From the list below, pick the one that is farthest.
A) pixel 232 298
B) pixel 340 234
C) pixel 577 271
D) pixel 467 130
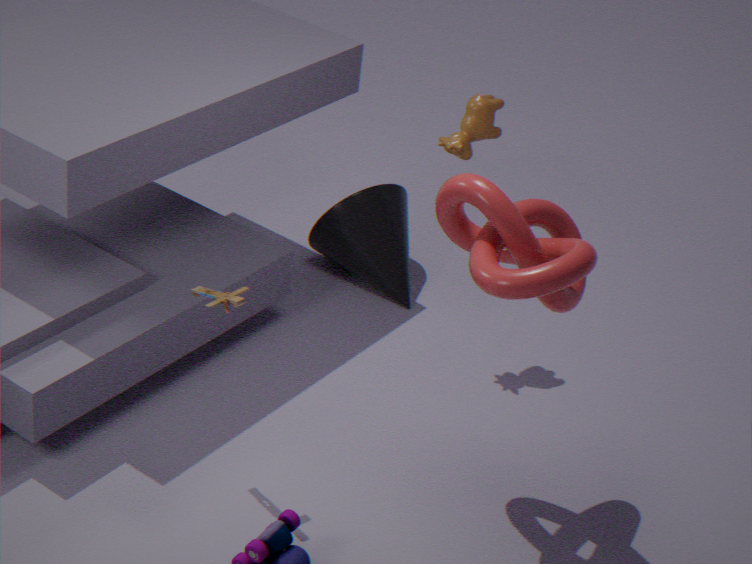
pixel 340 234
